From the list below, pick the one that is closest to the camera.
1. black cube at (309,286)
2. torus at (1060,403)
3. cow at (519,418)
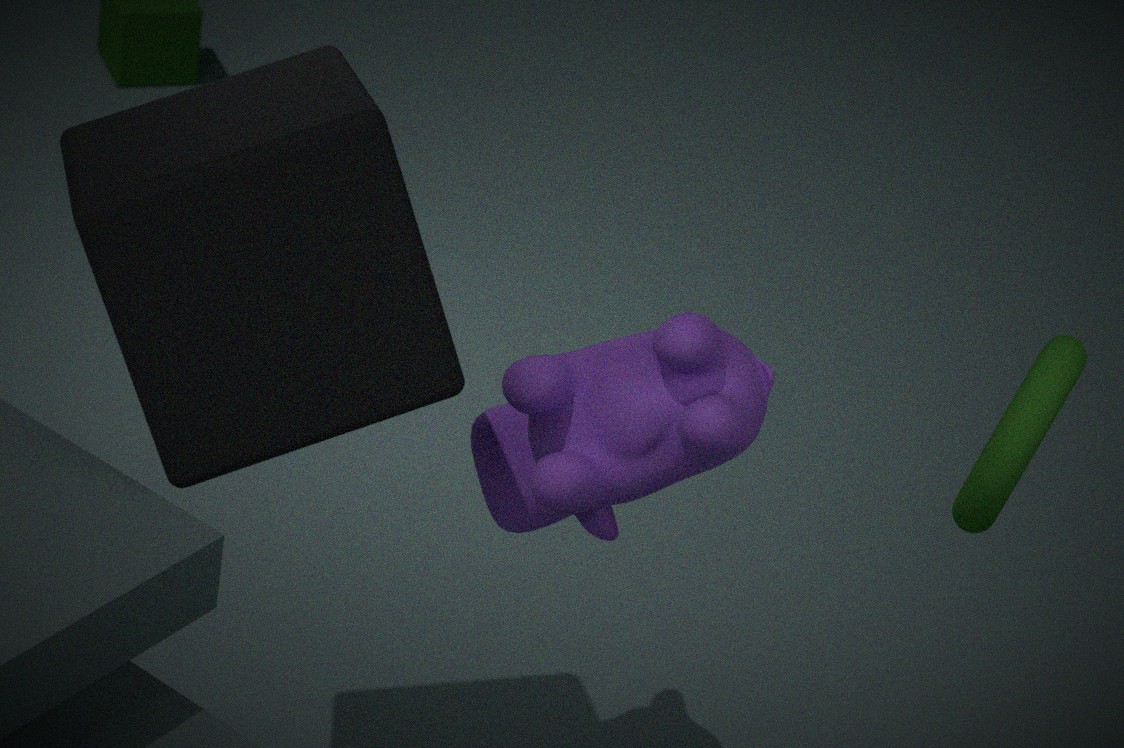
black cube at (309,286)
